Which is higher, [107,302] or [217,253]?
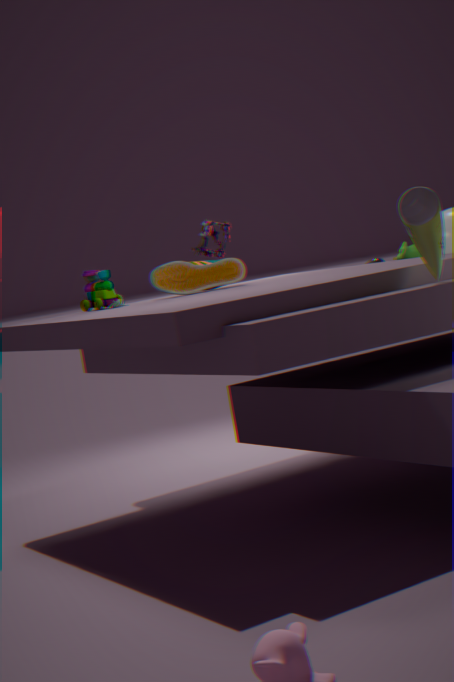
[217,253]
